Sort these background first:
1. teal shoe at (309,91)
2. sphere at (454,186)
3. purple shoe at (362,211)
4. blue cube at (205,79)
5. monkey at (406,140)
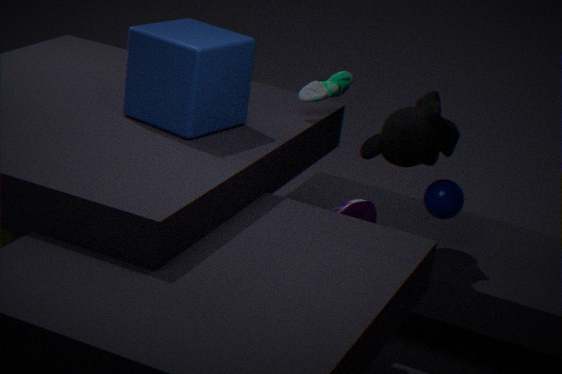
sphere at (454,186) < purple shoe at (362,211) < monkey at (406,140) < teal shoe at (309,91) < blue cube at (205,79)
